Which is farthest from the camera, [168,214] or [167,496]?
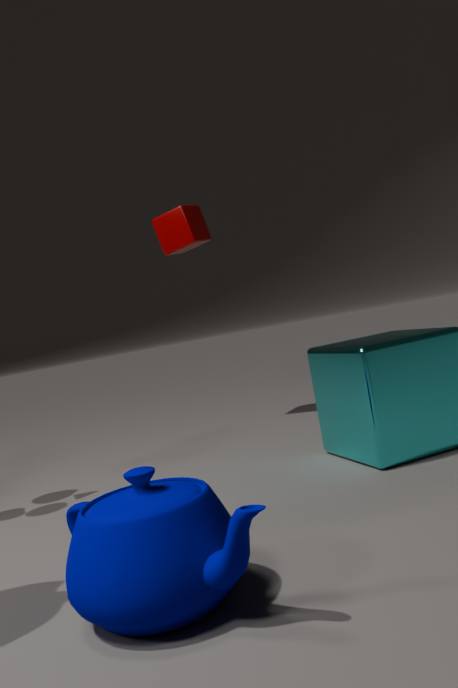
[168,214]
